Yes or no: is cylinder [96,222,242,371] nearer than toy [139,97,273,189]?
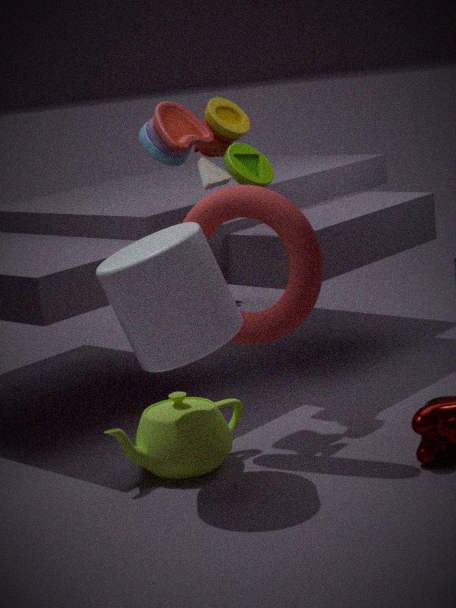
Yes
